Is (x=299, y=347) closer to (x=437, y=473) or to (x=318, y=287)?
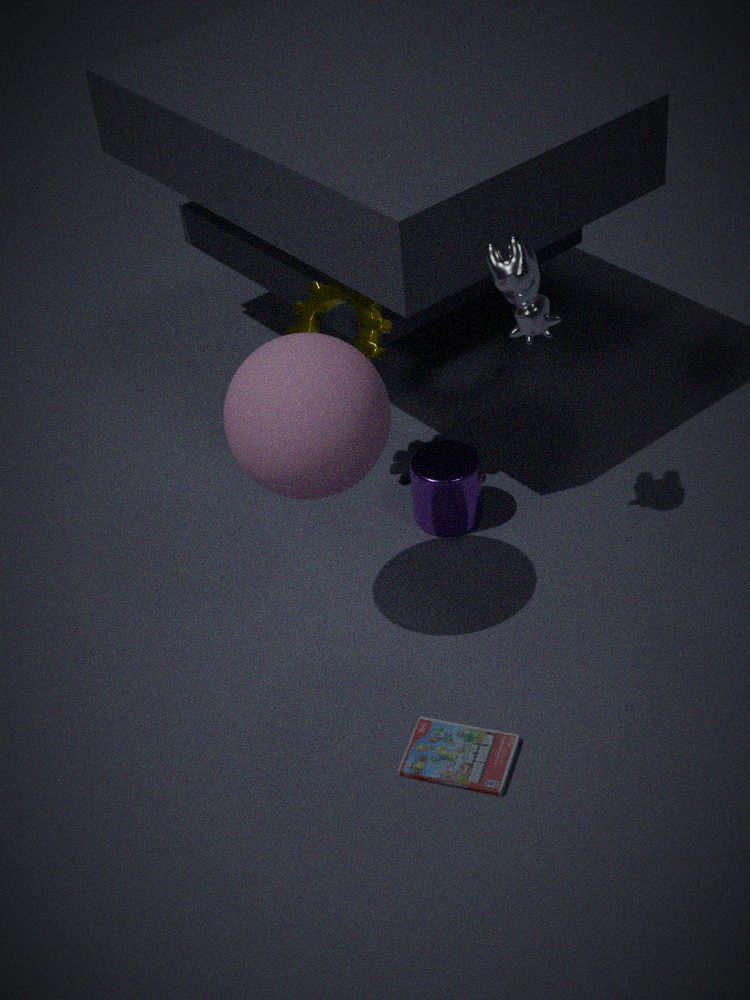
(x=318, y=287)
